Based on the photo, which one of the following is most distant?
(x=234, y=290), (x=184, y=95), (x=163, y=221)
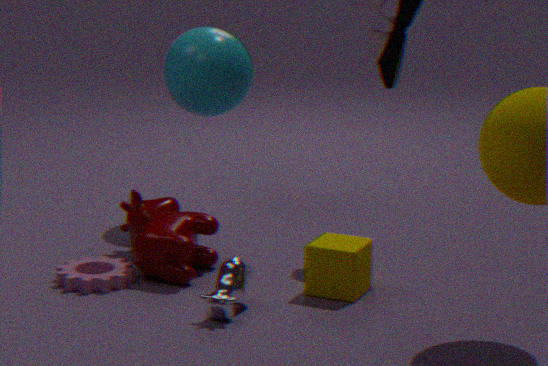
(x=184, y=95)
